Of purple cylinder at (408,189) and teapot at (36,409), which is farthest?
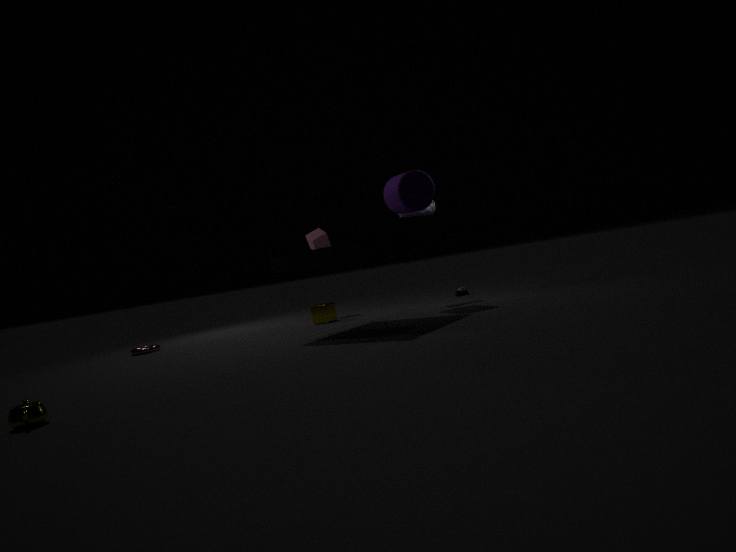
purple cylinder at (408,189)
